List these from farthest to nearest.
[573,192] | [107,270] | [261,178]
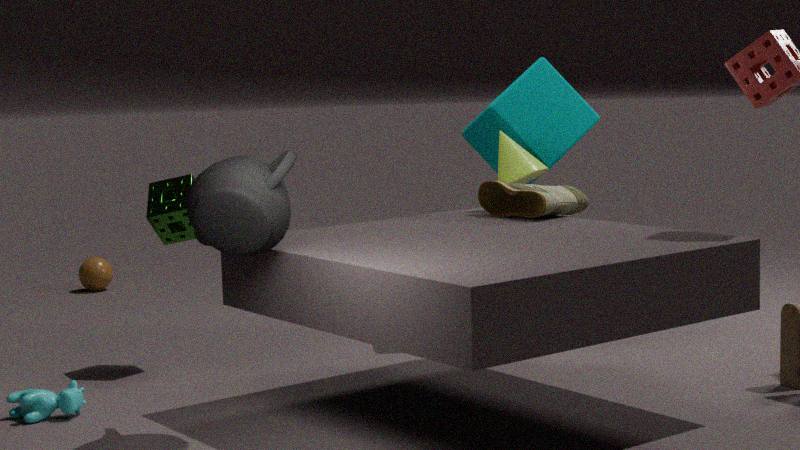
→ [107,270]
[573,192]
[261,178]
